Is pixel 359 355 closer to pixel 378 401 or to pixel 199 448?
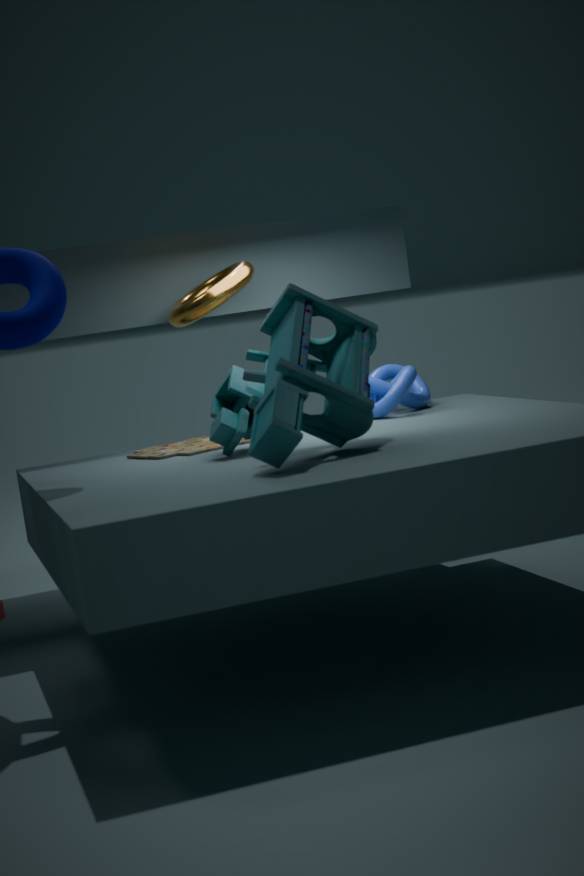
pixel 199 448
